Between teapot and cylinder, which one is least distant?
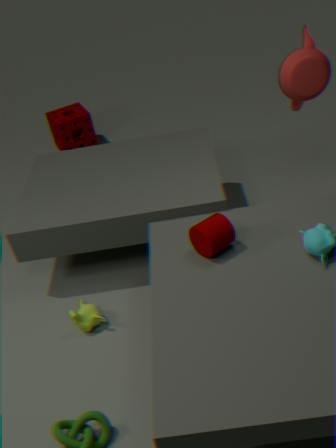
cylinder
